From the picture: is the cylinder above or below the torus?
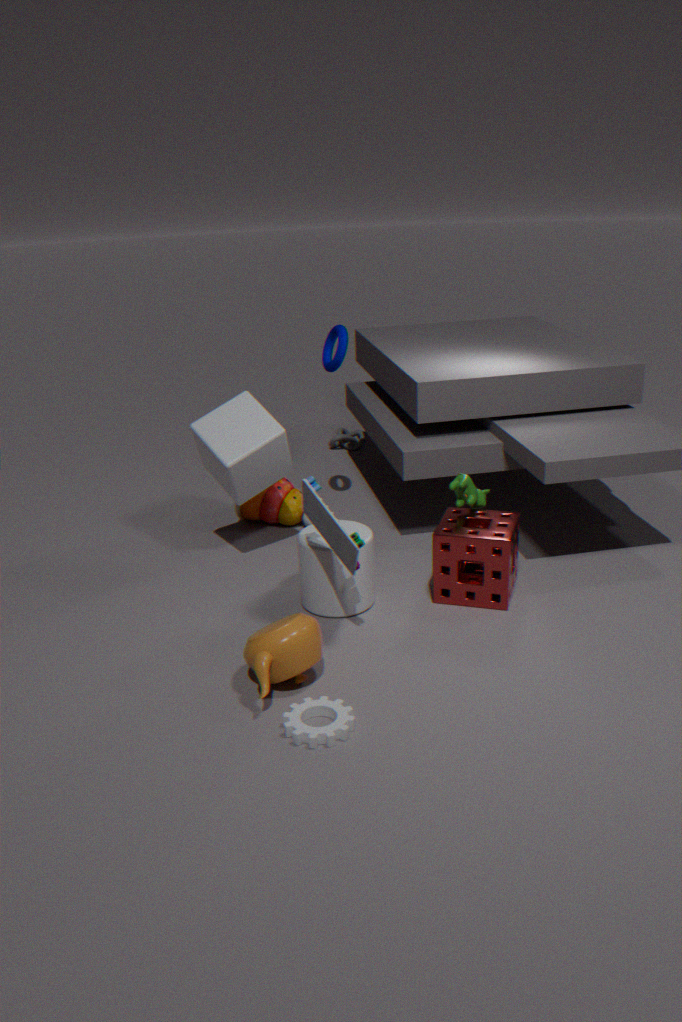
below
